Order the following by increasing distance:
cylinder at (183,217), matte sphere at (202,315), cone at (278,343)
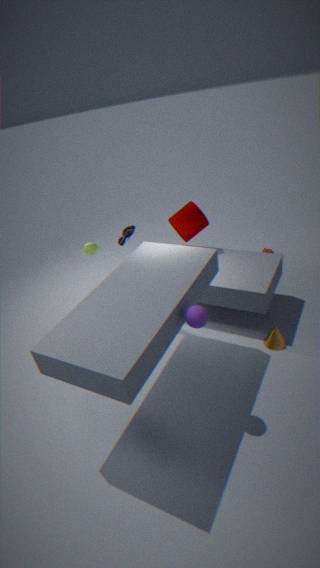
matte sphere at (202,315) < cone at (278,343) < cylinder at (183,217)
